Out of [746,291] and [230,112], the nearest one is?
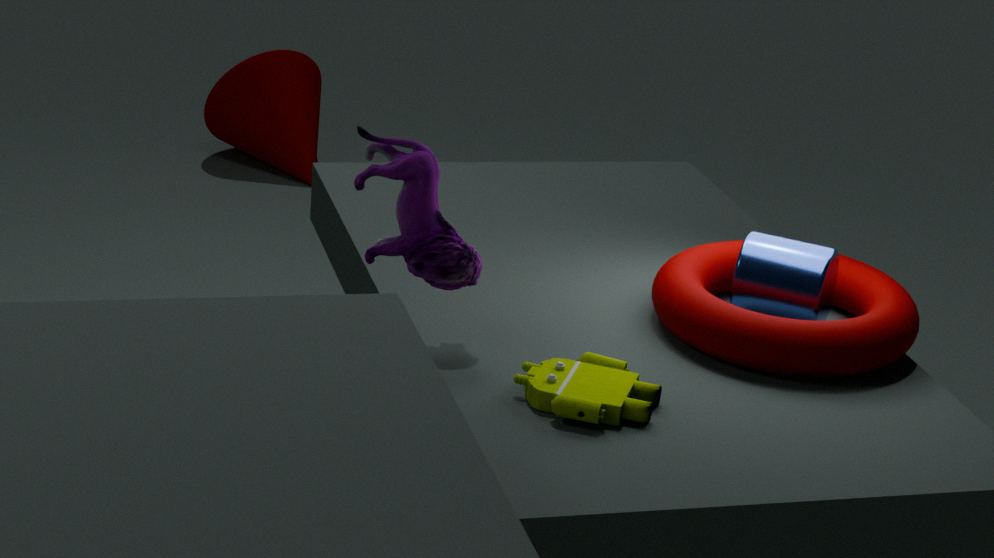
[746,291]
